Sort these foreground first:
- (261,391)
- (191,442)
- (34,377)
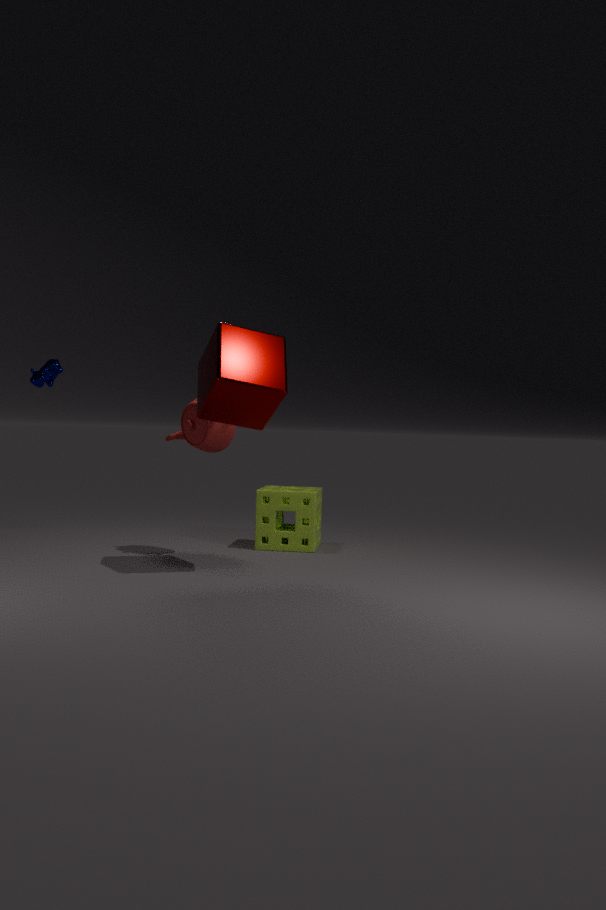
1. (261,391)
2. (191,442)
3. (34,377)
